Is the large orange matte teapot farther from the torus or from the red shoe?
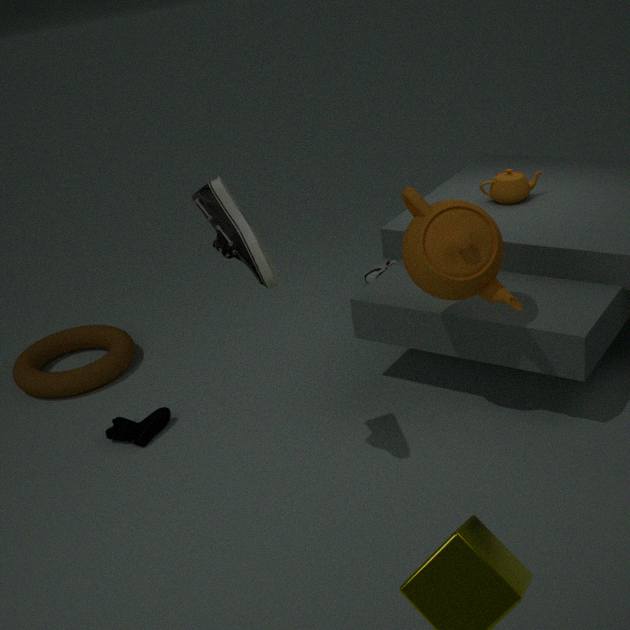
the torus
